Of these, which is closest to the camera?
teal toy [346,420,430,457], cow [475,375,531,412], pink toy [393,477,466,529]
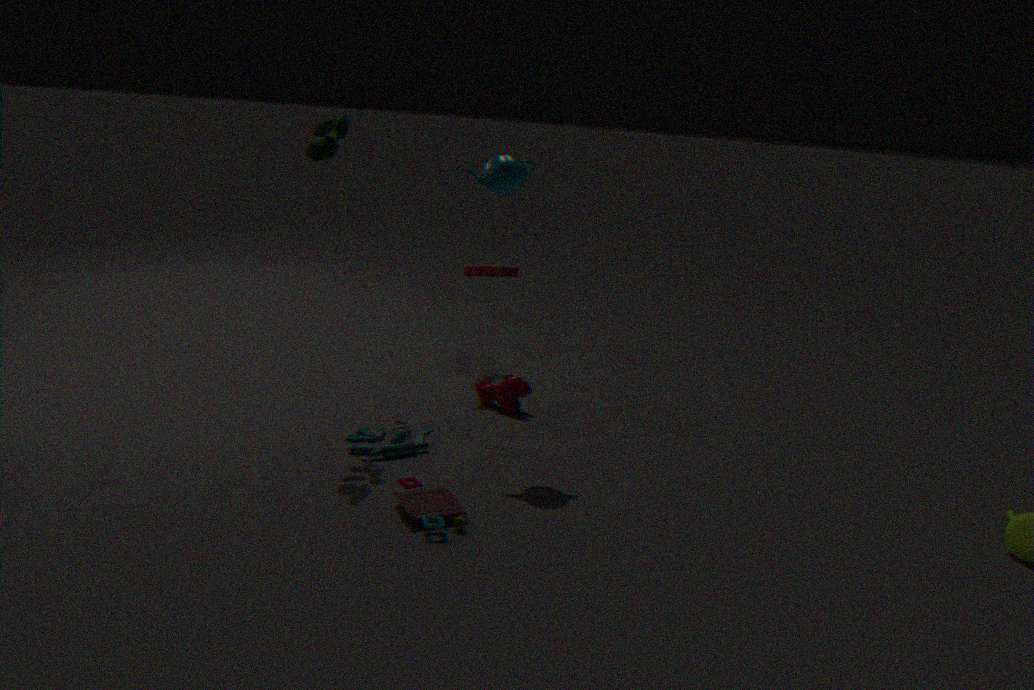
pink toy [393,477,466,529]
